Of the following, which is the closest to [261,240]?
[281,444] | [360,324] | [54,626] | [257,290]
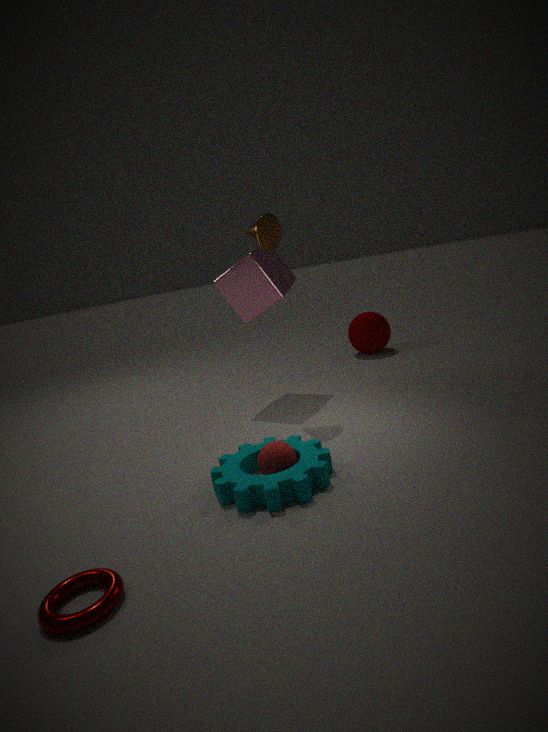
[257,290]
